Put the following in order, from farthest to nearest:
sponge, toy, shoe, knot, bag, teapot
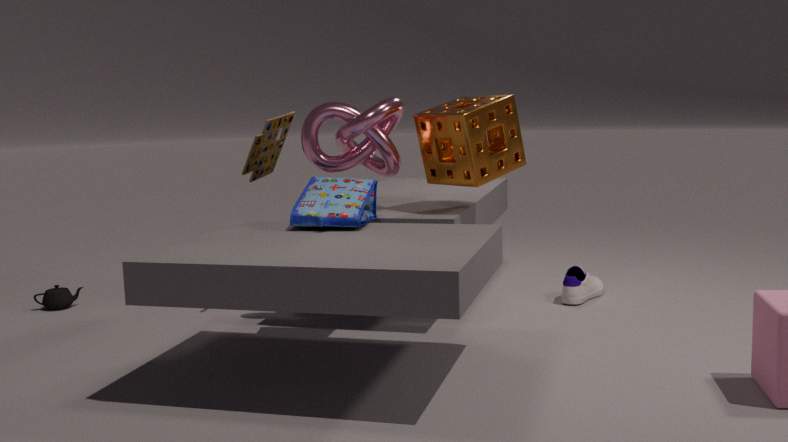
teapot
shoe
toy
knot
sponge
bag
